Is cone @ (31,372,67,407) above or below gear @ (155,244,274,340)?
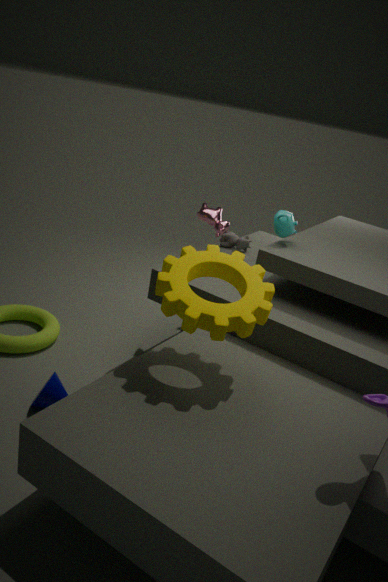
below
